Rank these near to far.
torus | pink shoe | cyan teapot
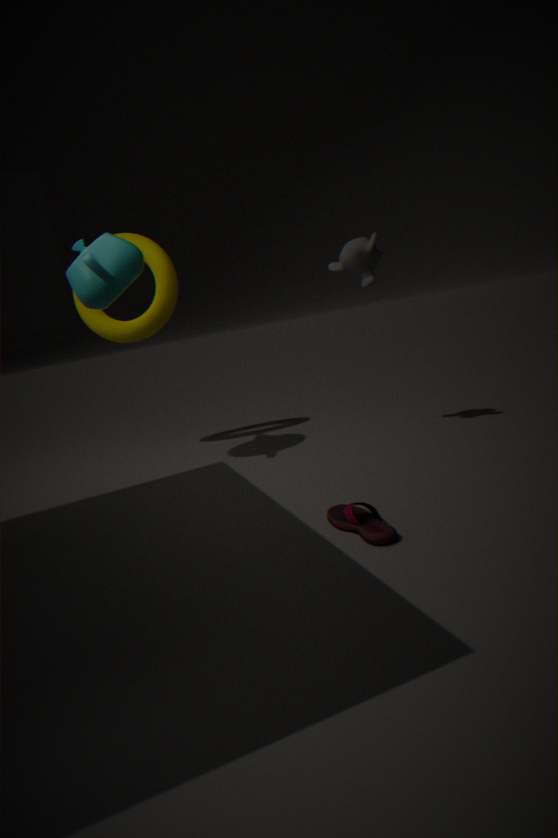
pink shoe
cyan teapot
torus
